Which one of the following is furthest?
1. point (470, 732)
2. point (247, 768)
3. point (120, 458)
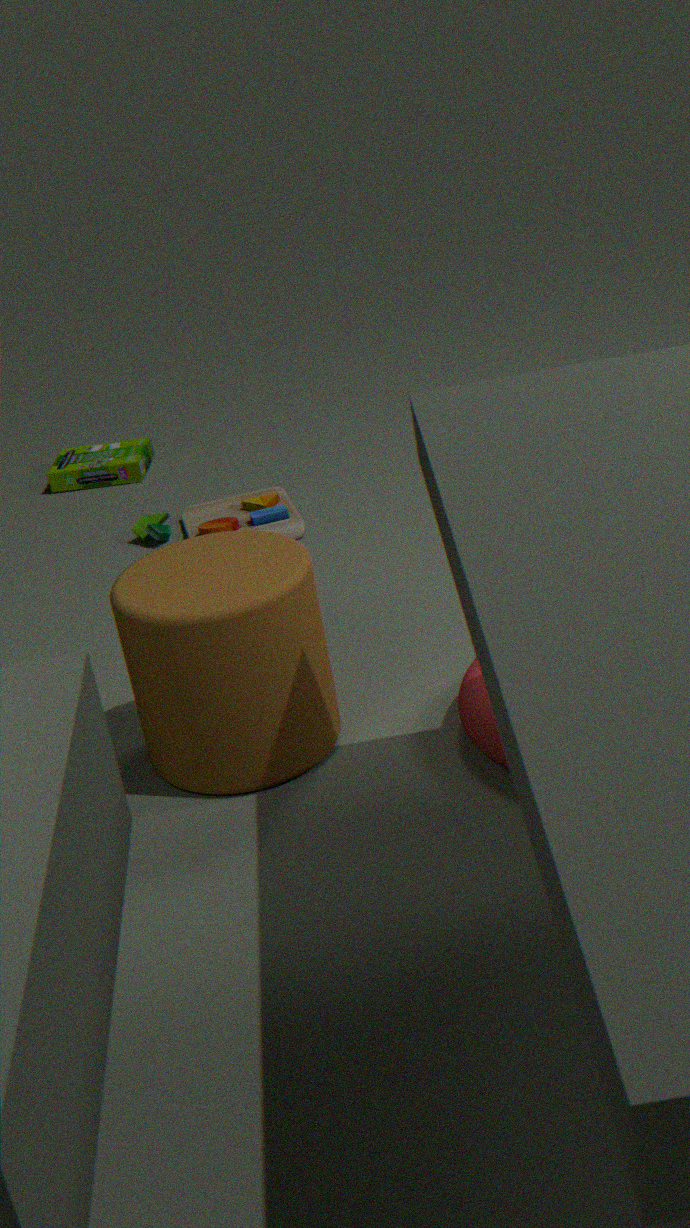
point (120, 458)
